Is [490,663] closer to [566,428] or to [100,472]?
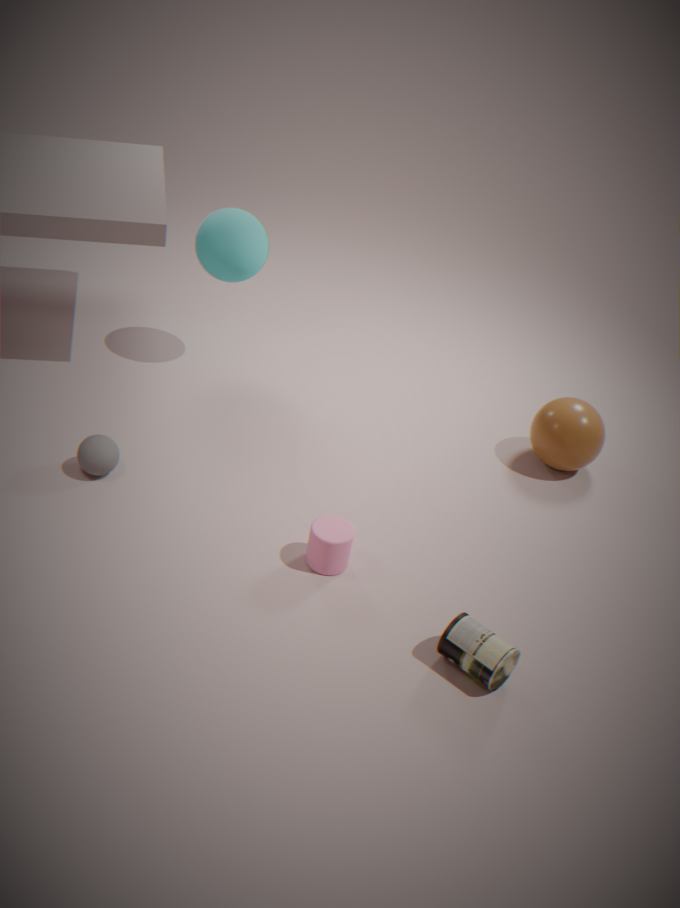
[566,428]
